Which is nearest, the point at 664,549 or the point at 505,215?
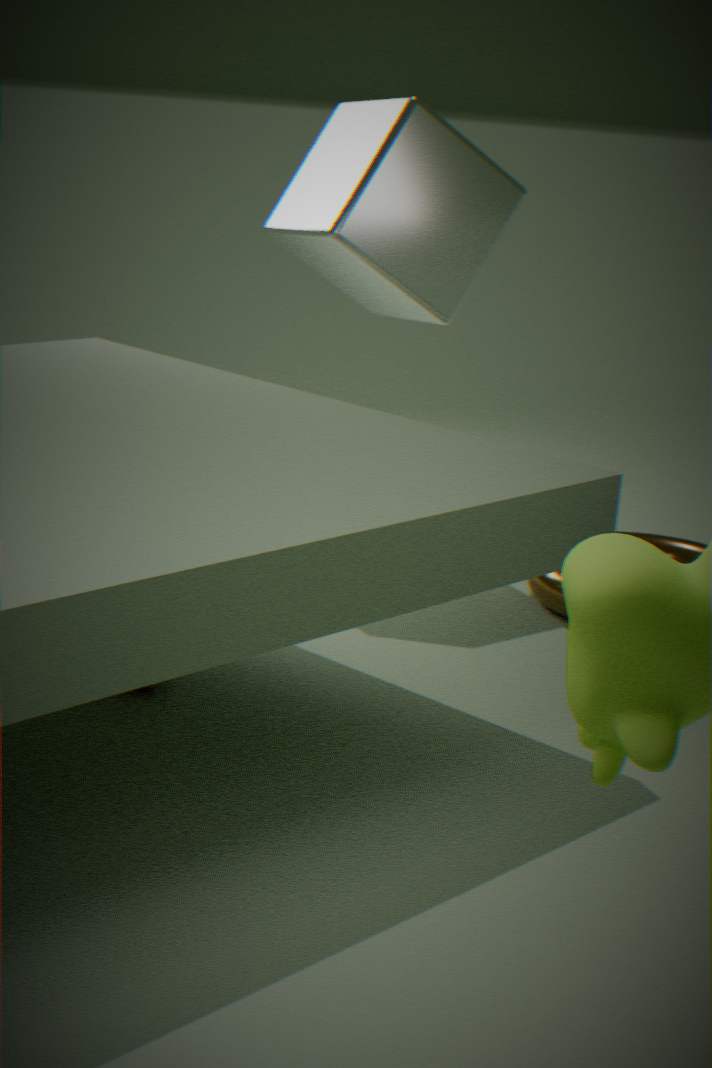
the point at 505,215
